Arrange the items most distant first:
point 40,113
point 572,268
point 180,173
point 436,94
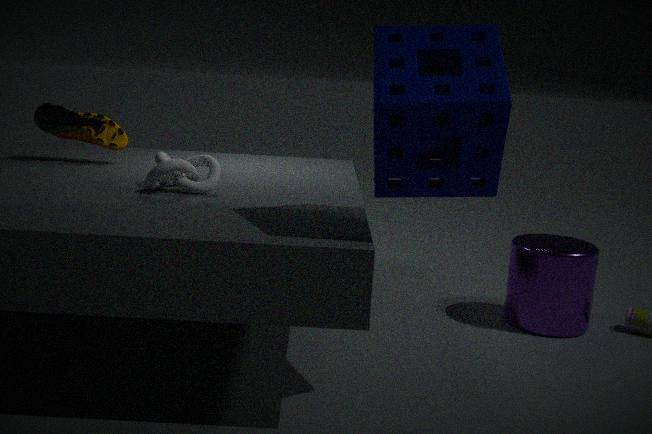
point 40,113
point 572,268
point 180,173
point 436,94
